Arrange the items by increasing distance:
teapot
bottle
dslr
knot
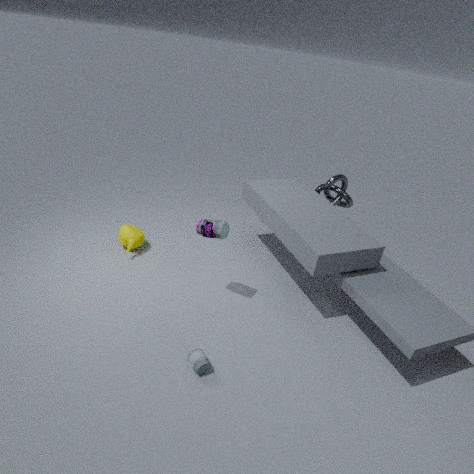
dslr, bottle, teapot, knot
